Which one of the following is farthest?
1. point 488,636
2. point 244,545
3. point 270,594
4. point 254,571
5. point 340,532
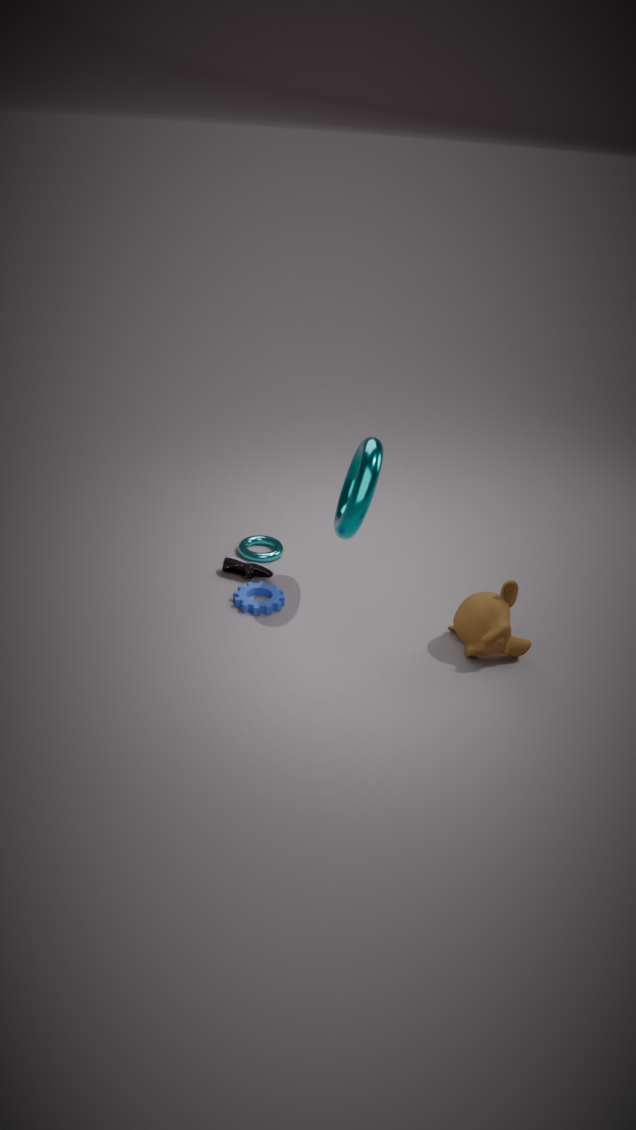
point 244,545
